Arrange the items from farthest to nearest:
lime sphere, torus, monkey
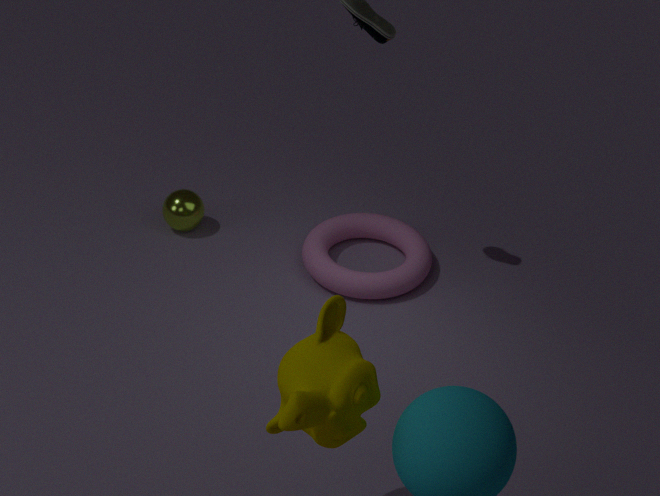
lime sphere < torus < monkey
